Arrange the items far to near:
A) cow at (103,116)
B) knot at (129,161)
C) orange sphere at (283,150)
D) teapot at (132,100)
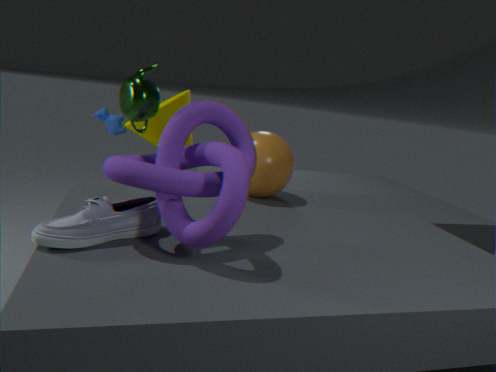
1. cow at (103,116)
2. orange sphere at (283,150)
3. teapot at (132,100)
4. knot at (129,161)
